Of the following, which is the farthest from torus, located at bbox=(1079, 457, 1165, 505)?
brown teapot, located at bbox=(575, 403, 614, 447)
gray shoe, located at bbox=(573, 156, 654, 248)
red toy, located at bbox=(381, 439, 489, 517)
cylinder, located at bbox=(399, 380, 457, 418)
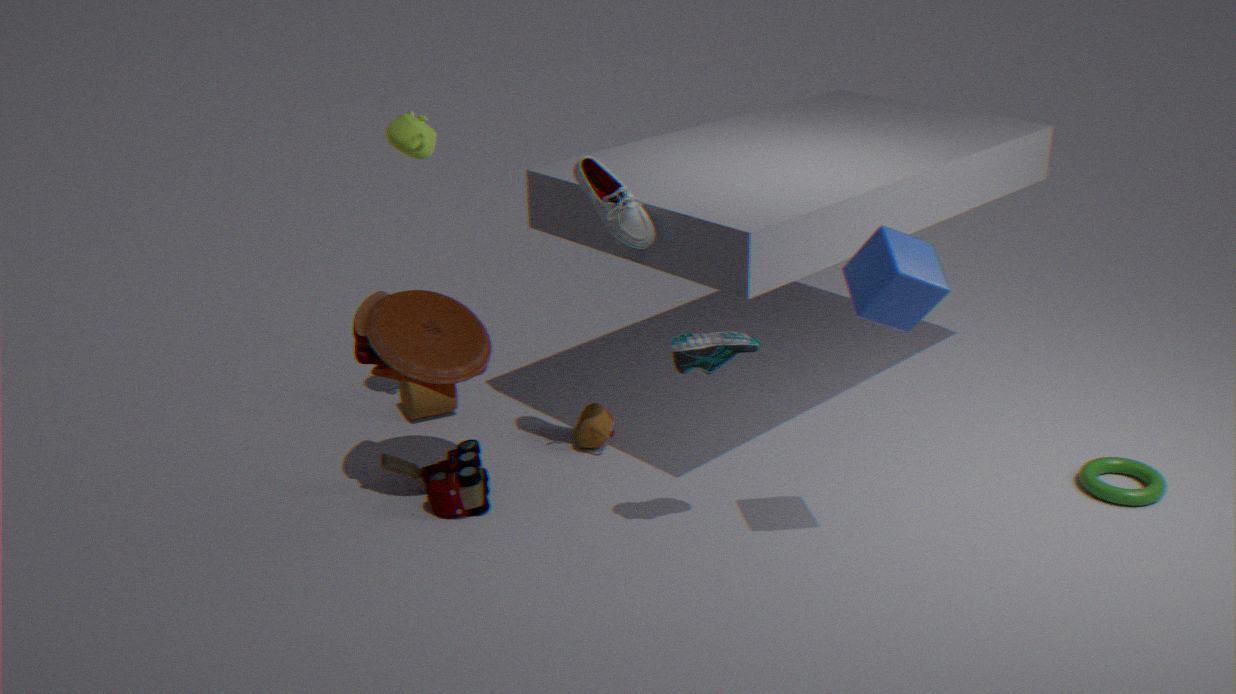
cylinder, located at bbox=(399, 380, 457, 418)
